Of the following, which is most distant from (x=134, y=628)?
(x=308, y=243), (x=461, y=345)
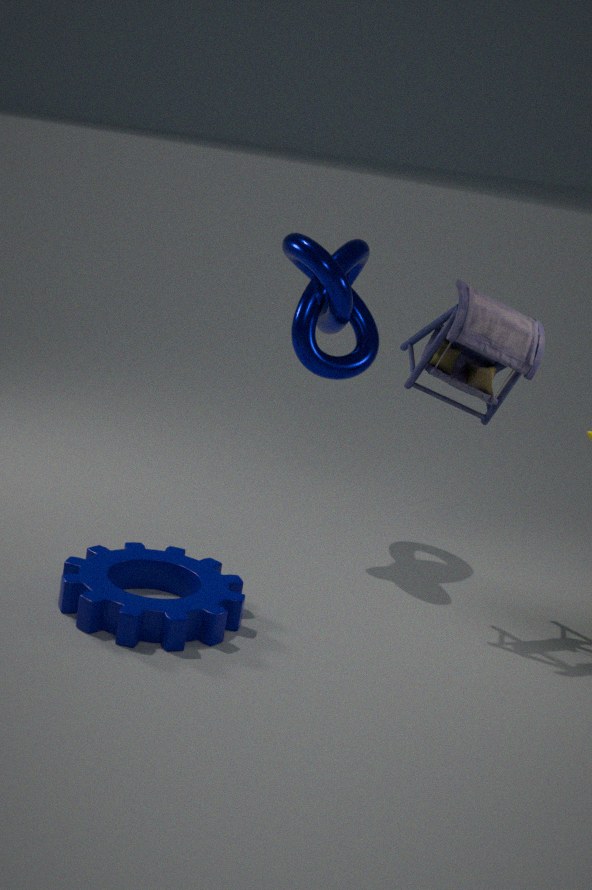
(x=308, y=243)
